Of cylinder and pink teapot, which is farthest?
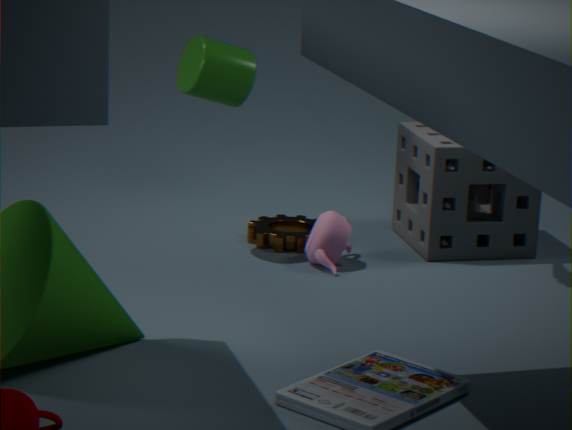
pink teapot
